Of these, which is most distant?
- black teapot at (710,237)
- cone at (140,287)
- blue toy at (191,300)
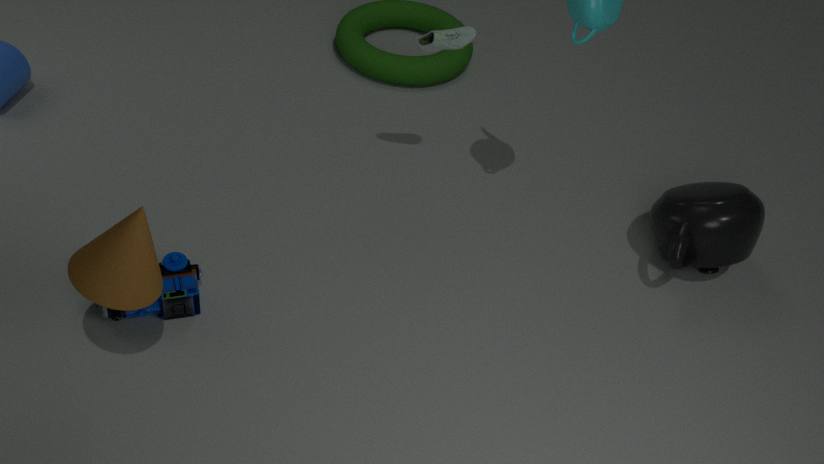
black teapot at (710,237)
